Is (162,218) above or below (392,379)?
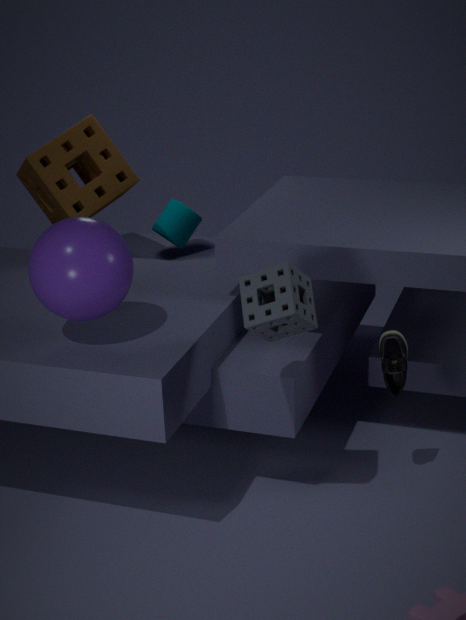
above
